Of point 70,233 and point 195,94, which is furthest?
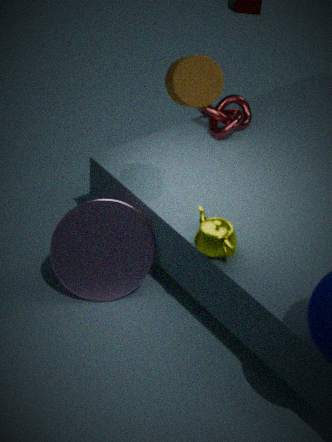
point 70,233
